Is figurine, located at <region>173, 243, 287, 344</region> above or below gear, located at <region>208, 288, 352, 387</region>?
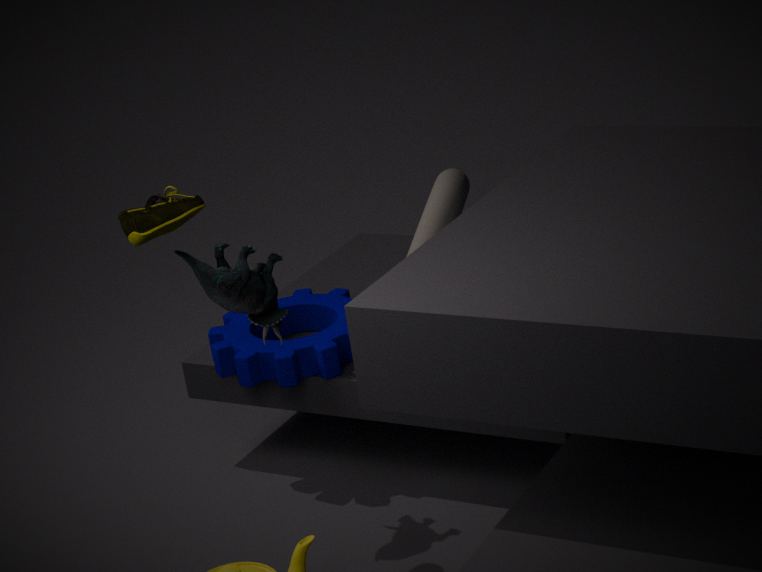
above
